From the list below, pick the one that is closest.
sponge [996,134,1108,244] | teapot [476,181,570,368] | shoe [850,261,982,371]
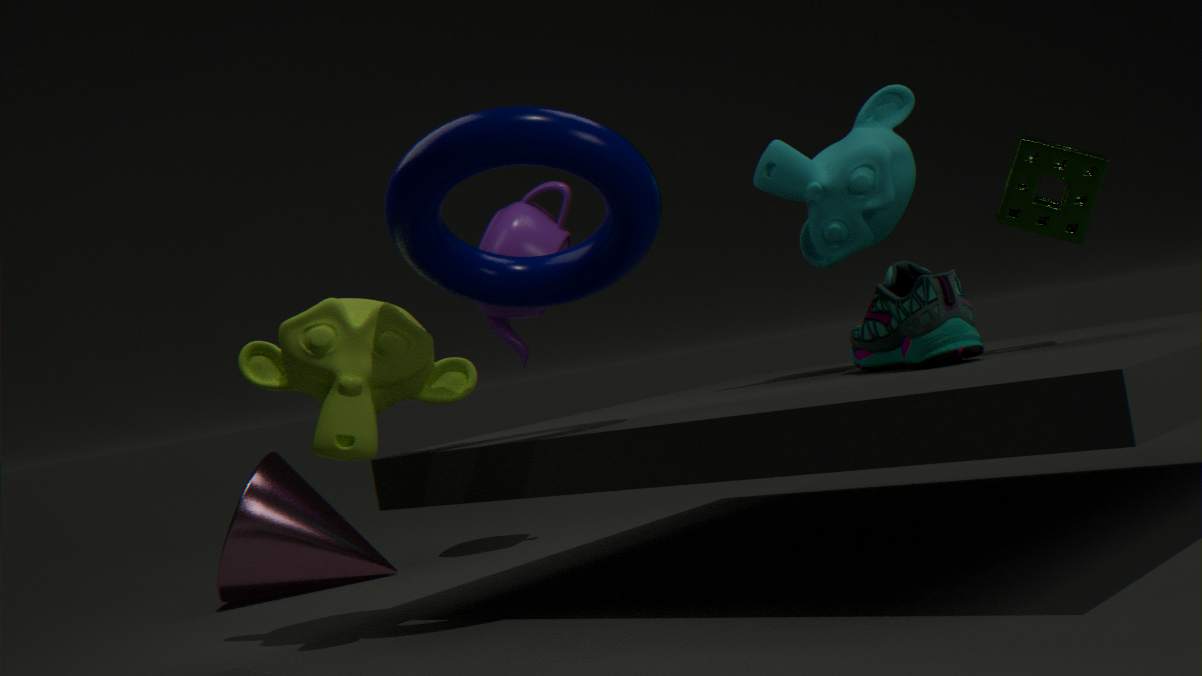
shoe [850,261,982,371]
